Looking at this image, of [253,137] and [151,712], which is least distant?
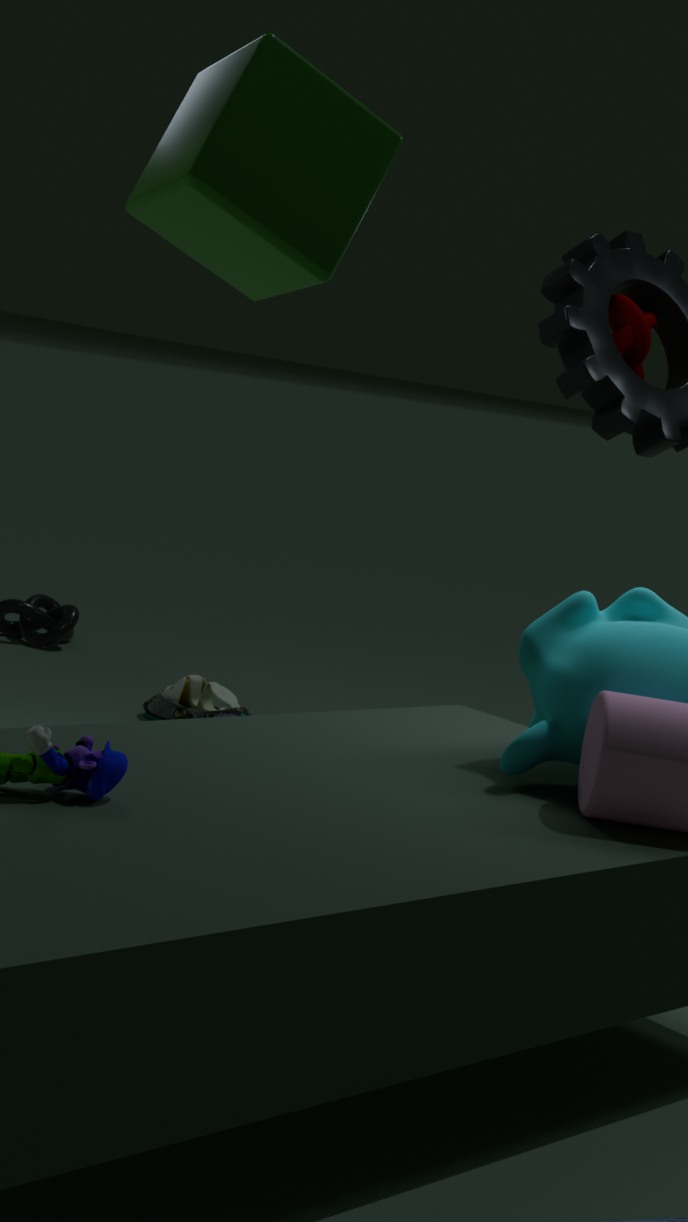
[253,137]
